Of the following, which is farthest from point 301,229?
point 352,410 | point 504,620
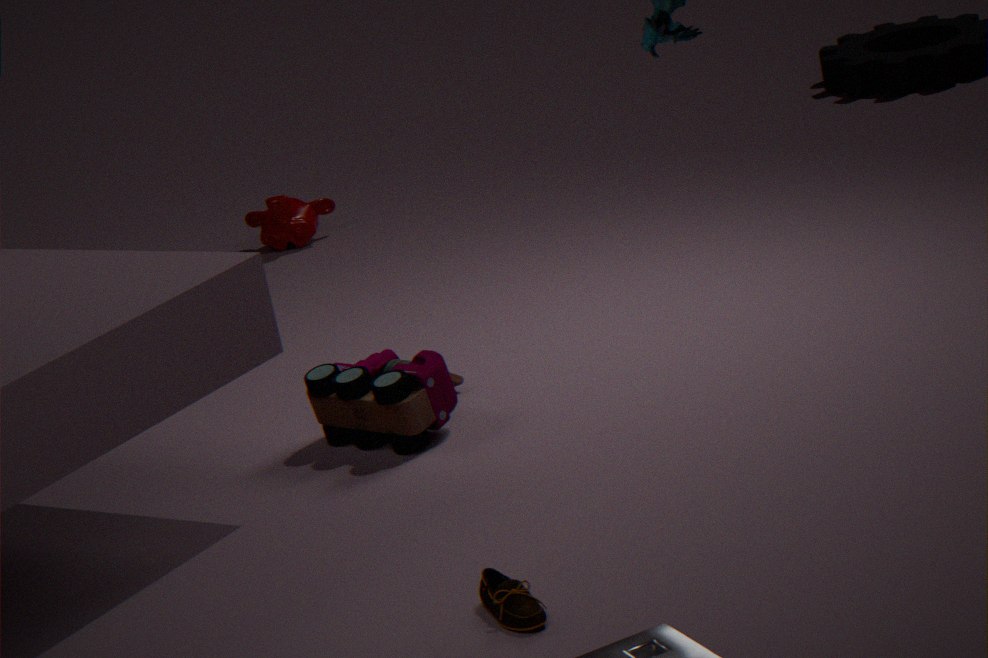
point 504,620
